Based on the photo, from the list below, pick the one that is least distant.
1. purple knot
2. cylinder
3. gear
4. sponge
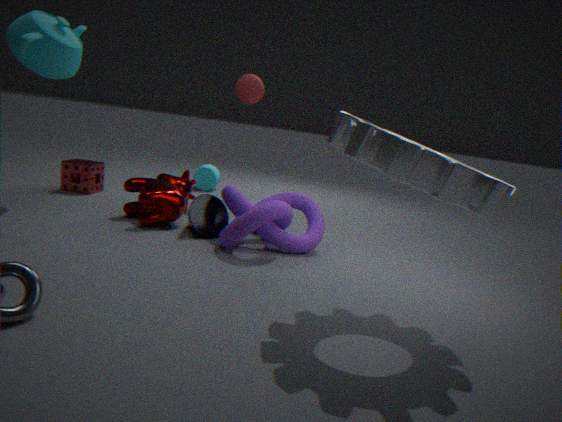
gear
